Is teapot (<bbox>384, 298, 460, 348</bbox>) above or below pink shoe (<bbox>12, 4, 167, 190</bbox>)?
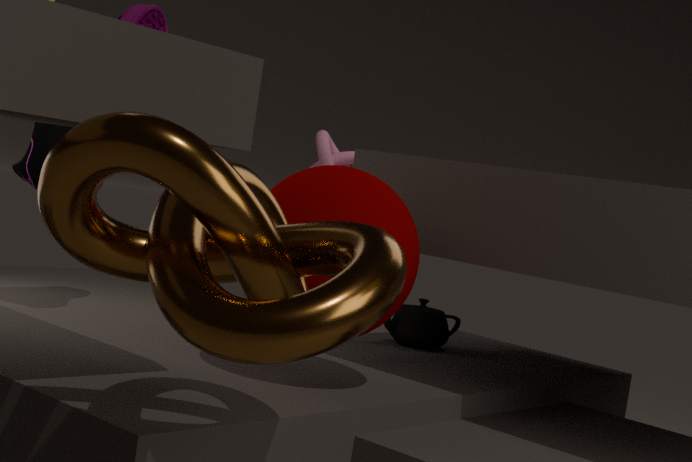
below
